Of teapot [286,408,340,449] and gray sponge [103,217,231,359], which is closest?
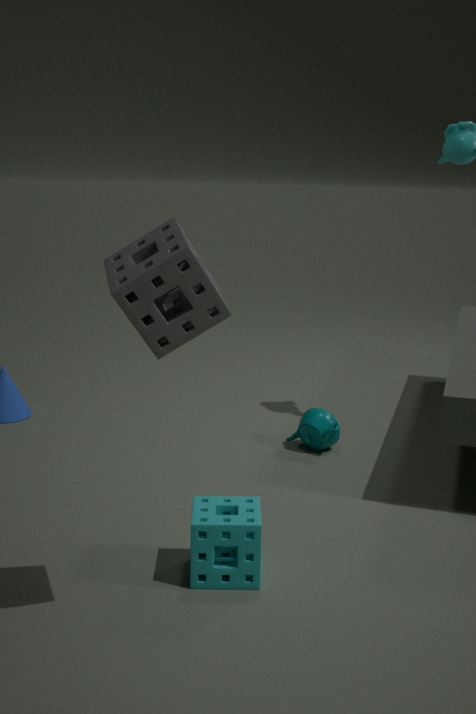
gray sponge [103,217,231,359]
